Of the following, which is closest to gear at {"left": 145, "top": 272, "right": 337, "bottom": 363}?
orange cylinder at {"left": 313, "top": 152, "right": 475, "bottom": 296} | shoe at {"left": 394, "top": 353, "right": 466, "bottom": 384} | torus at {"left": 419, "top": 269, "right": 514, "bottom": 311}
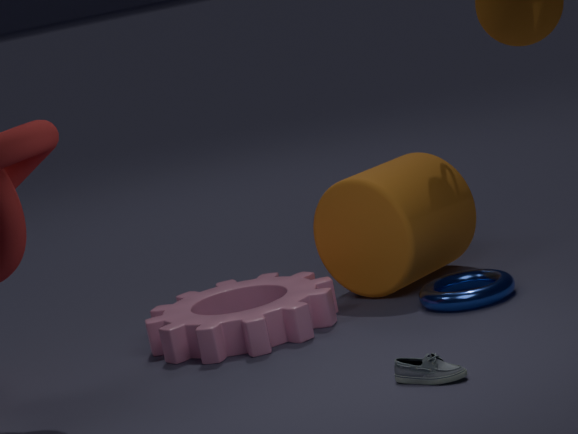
orange cylinder at {"left": 313, "top": 152, "right": 475, "bottom": 296}
